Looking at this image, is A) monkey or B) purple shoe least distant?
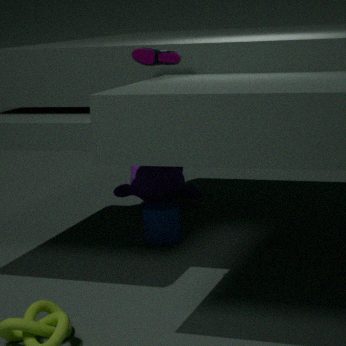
B. purple shoe
